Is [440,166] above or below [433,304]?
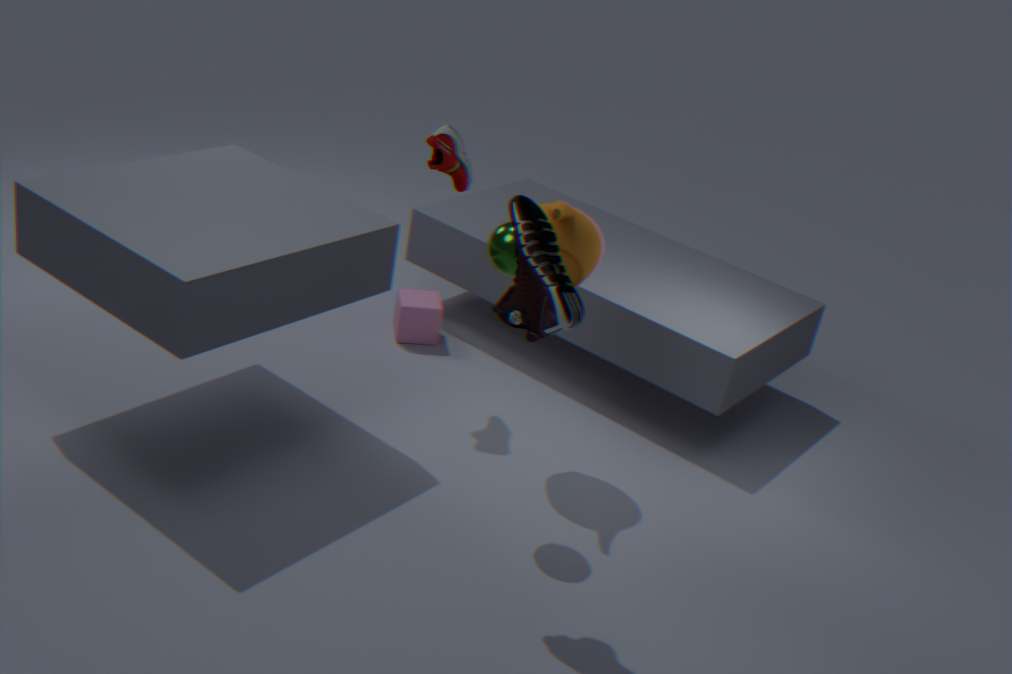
above
